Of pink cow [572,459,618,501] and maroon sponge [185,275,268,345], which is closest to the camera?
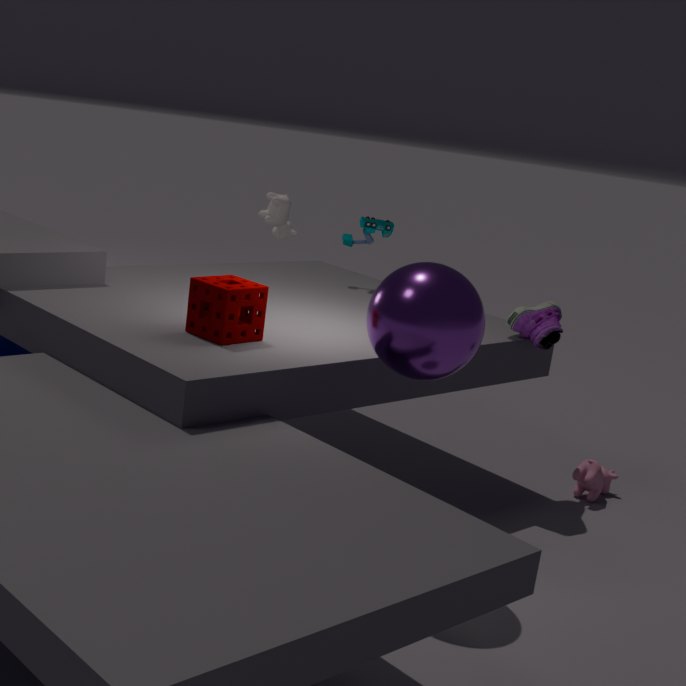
maroon sponge [185,275,268,345]
